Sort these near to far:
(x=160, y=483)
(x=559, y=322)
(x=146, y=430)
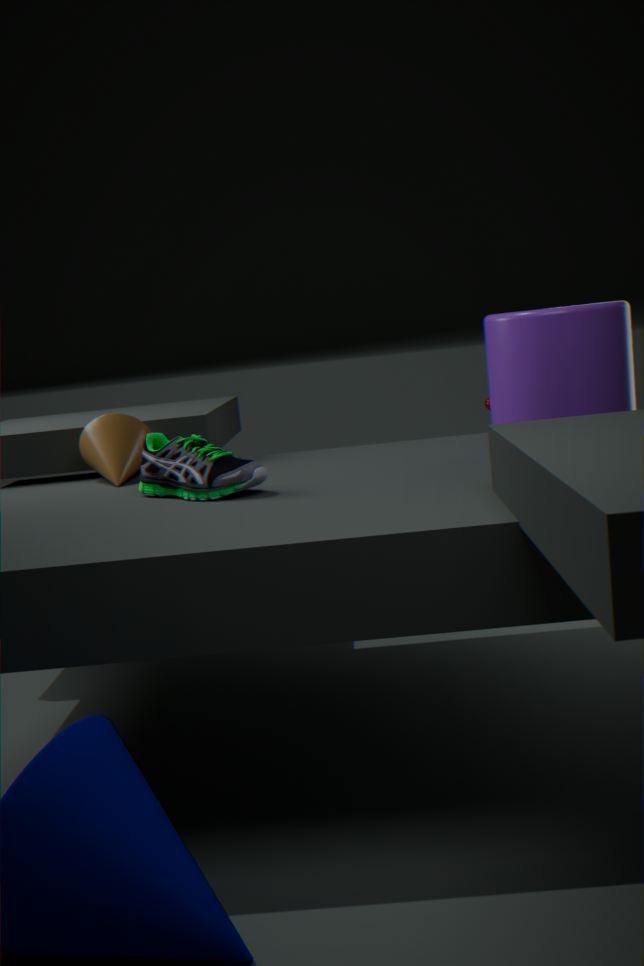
(x=559, y=322)
(x=160, y=483)
(x=146, y=430)
